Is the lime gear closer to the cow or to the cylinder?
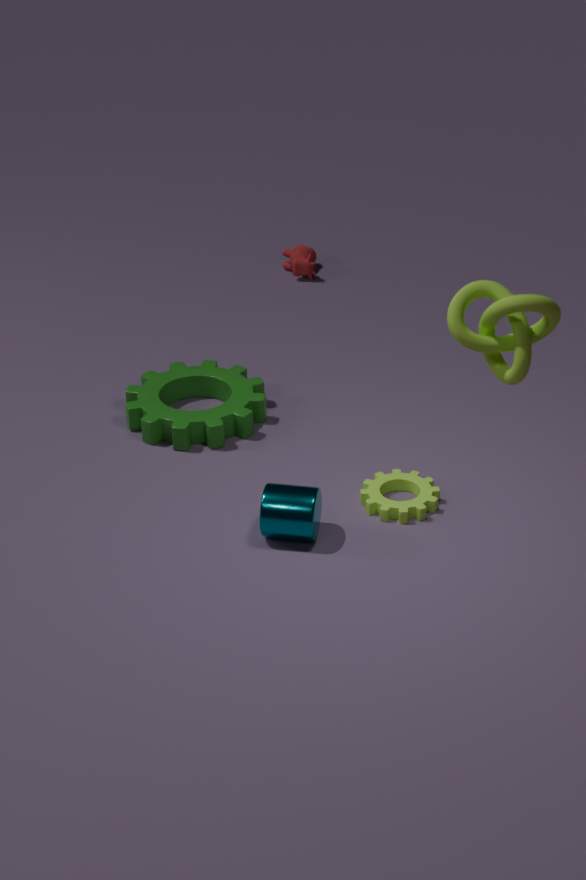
the cylinder
